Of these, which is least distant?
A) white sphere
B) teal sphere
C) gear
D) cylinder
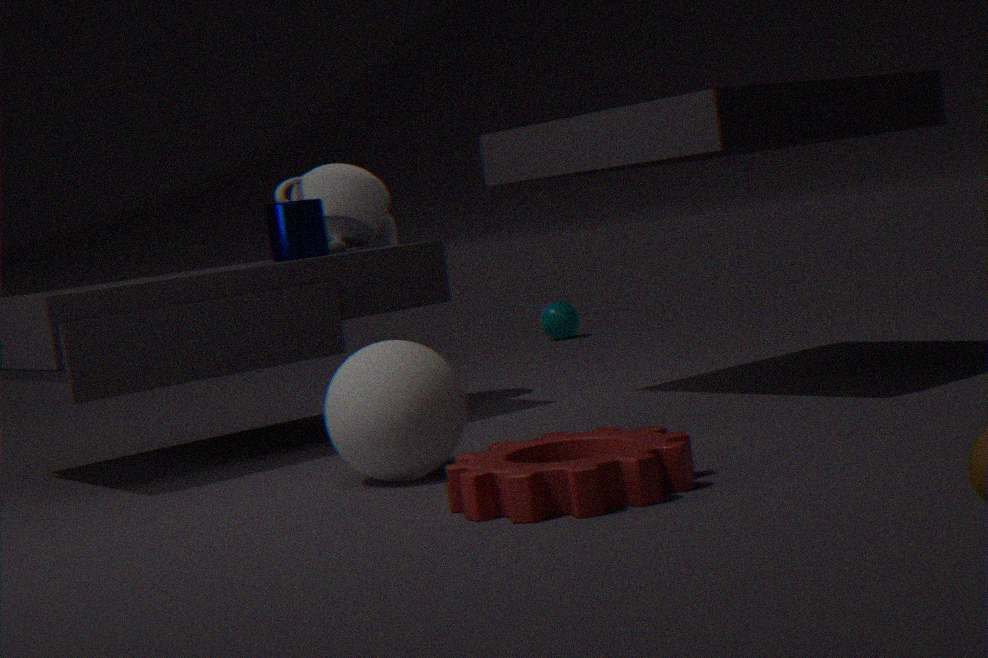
C. gear
